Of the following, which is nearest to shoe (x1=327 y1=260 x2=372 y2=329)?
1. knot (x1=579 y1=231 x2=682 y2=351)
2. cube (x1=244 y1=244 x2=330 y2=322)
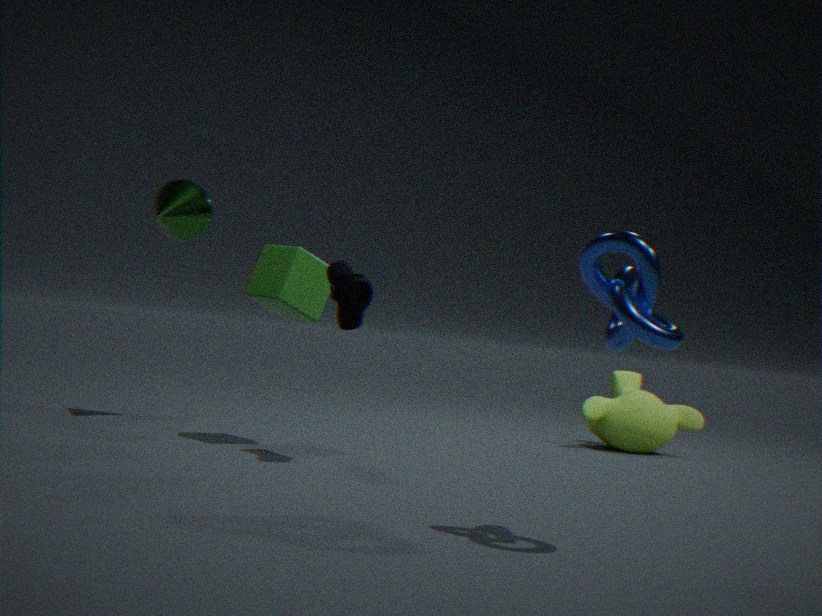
cube (x1=244 y1=244 x2=330 y2=322)
